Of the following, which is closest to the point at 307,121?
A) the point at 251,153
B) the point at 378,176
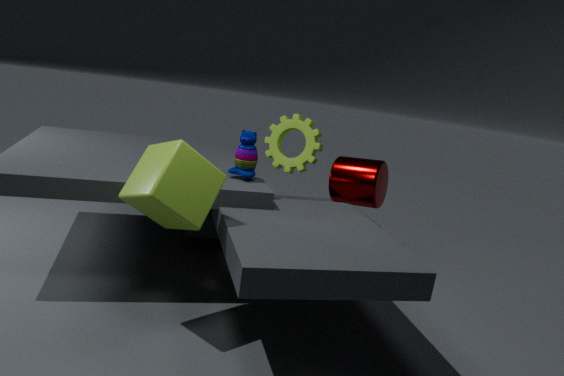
the point at 378,176
